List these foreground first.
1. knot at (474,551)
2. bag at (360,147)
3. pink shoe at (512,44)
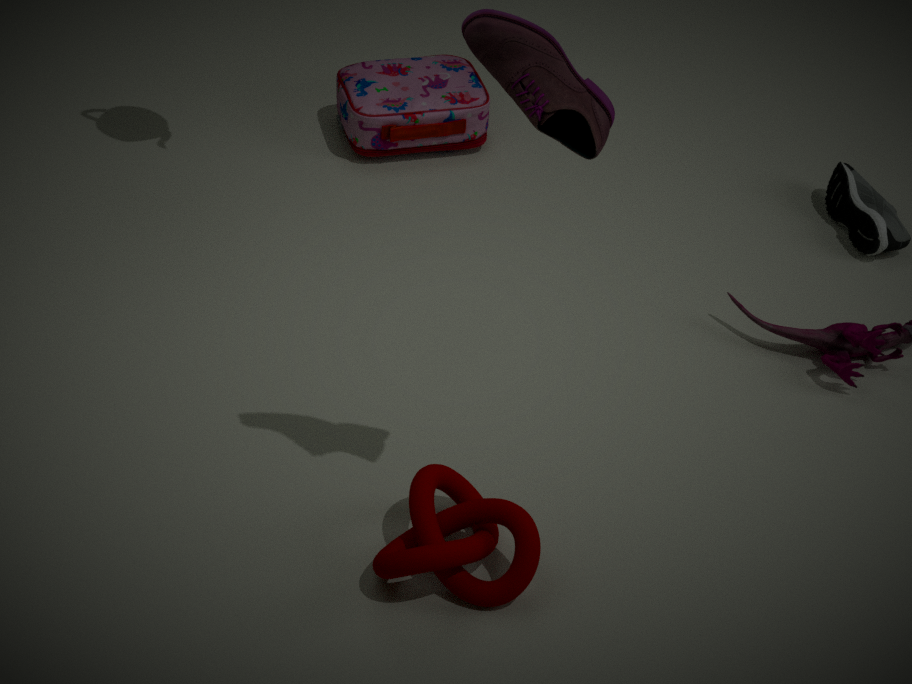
pink shoe at (512,44), knot at (474,551), bag at (360,147)
